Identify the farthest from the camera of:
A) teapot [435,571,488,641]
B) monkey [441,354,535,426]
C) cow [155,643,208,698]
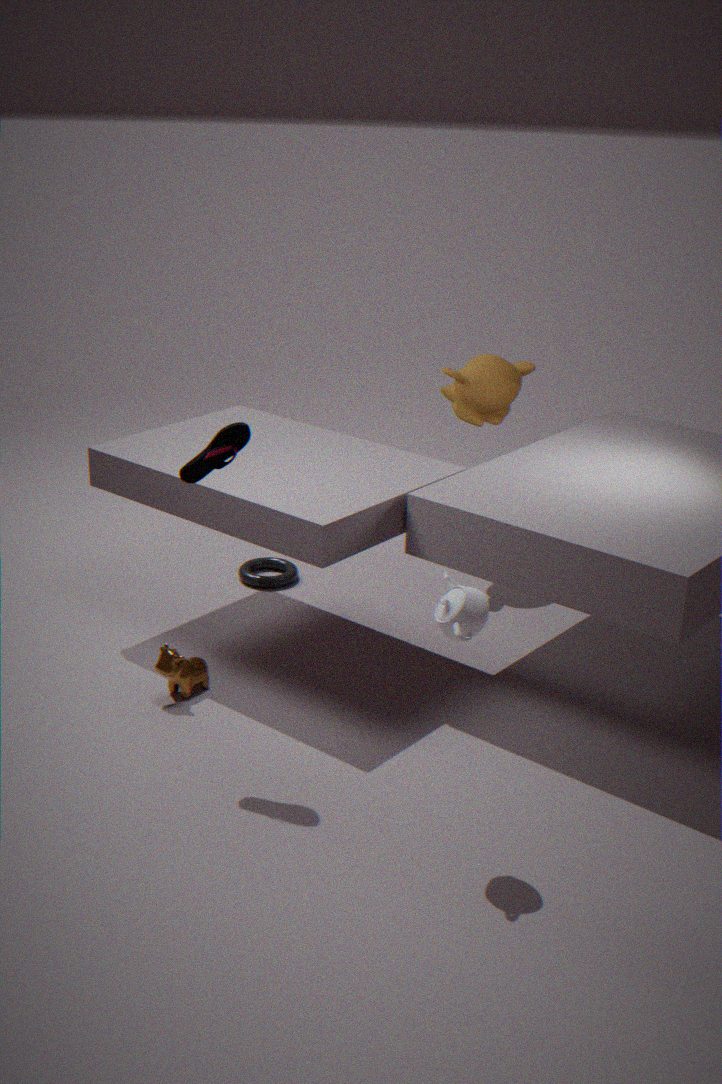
monkey [441,354,535,426]
